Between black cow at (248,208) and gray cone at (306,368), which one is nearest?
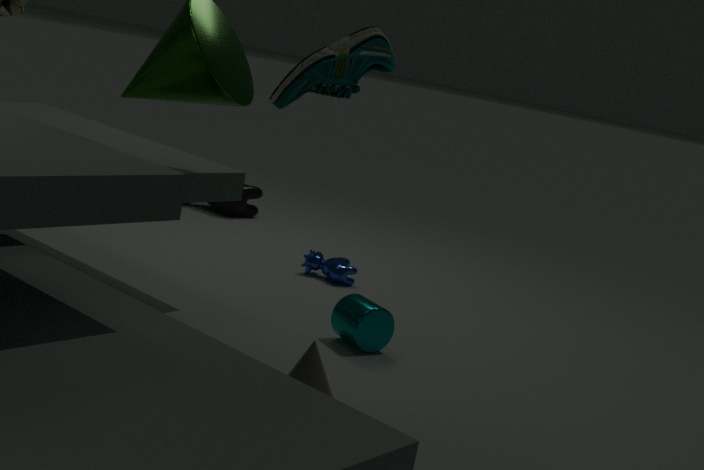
gray cone at (306,368)
